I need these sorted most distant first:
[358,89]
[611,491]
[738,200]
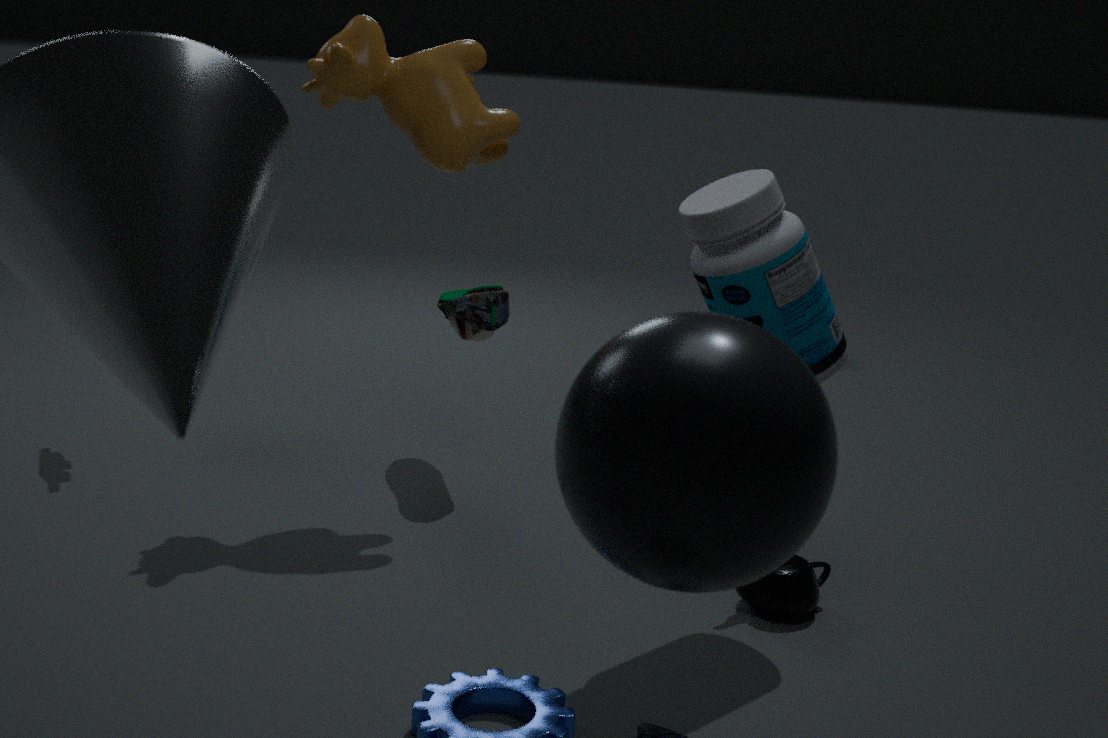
1. [358,89]
2. [738,200]
3. [611,491]
